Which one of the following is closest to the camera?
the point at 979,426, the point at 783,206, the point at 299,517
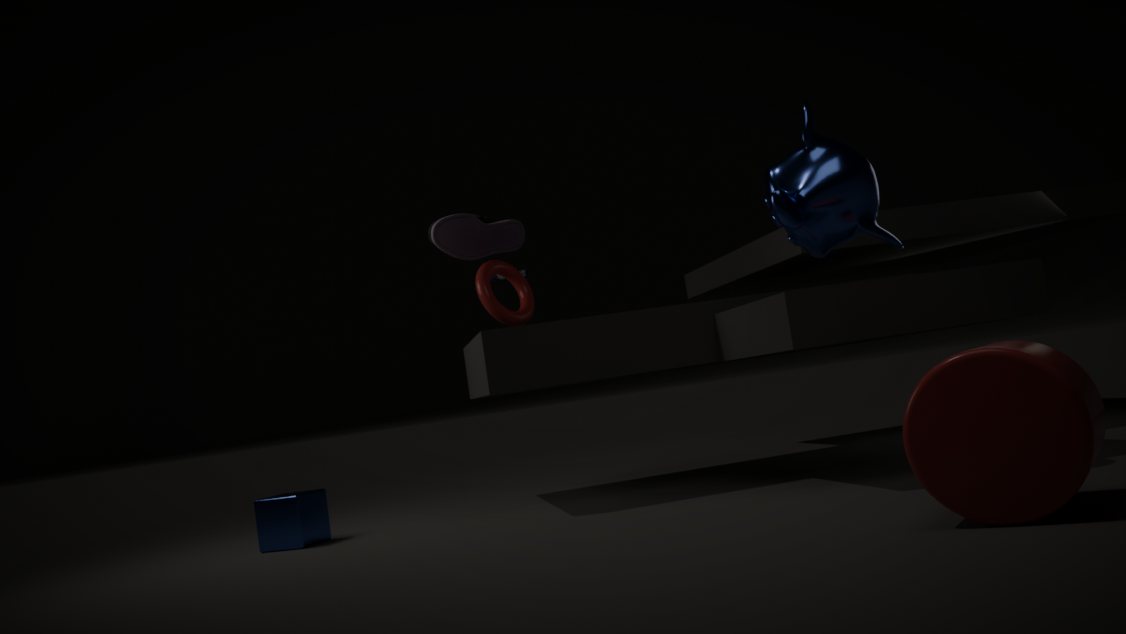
the point at 979,426
